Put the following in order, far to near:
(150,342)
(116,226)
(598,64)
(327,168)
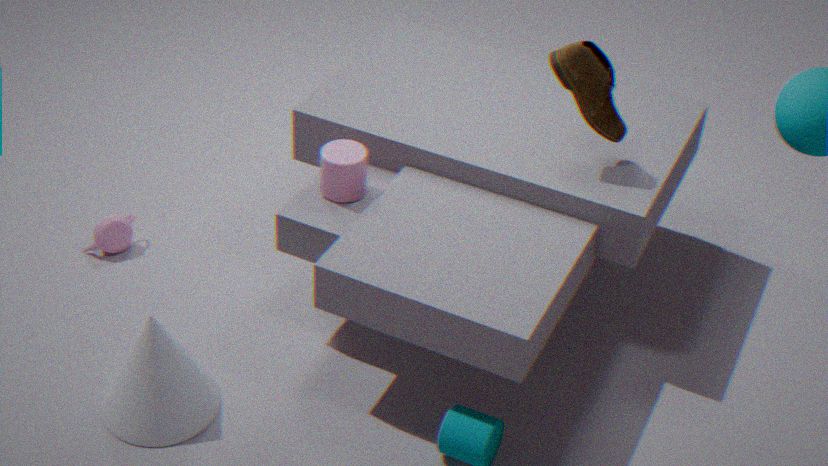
(116,226)
(327,168)
(598,64)
(150,342)
